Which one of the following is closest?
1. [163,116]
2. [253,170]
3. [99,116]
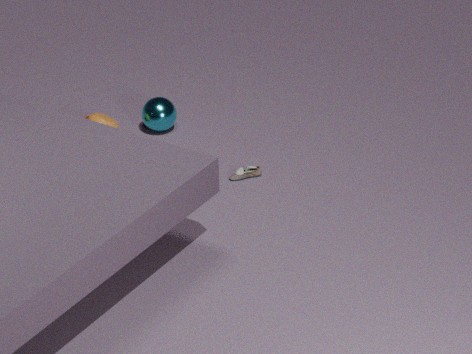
[253,170]
